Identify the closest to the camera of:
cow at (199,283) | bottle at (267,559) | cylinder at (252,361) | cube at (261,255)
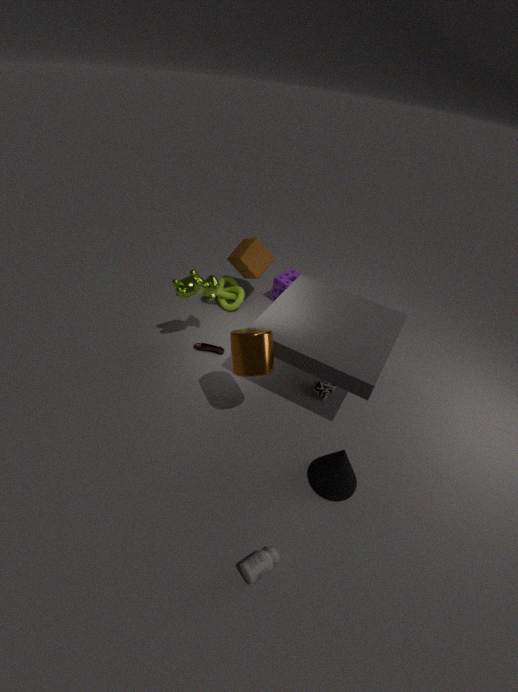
bottle at (267,559)
